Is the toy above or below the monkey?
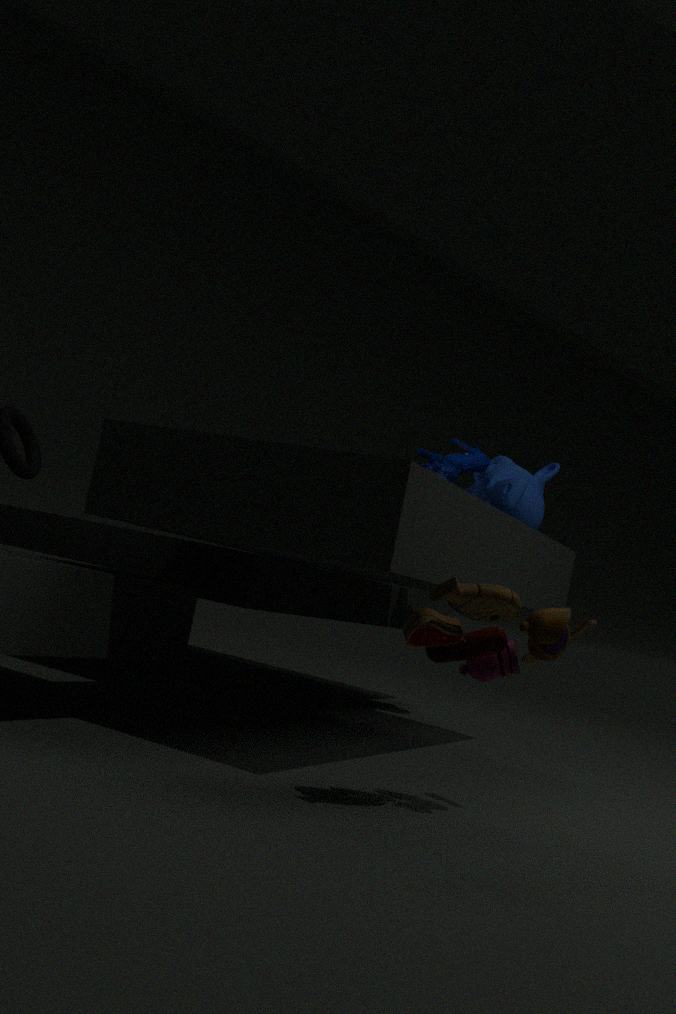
below
